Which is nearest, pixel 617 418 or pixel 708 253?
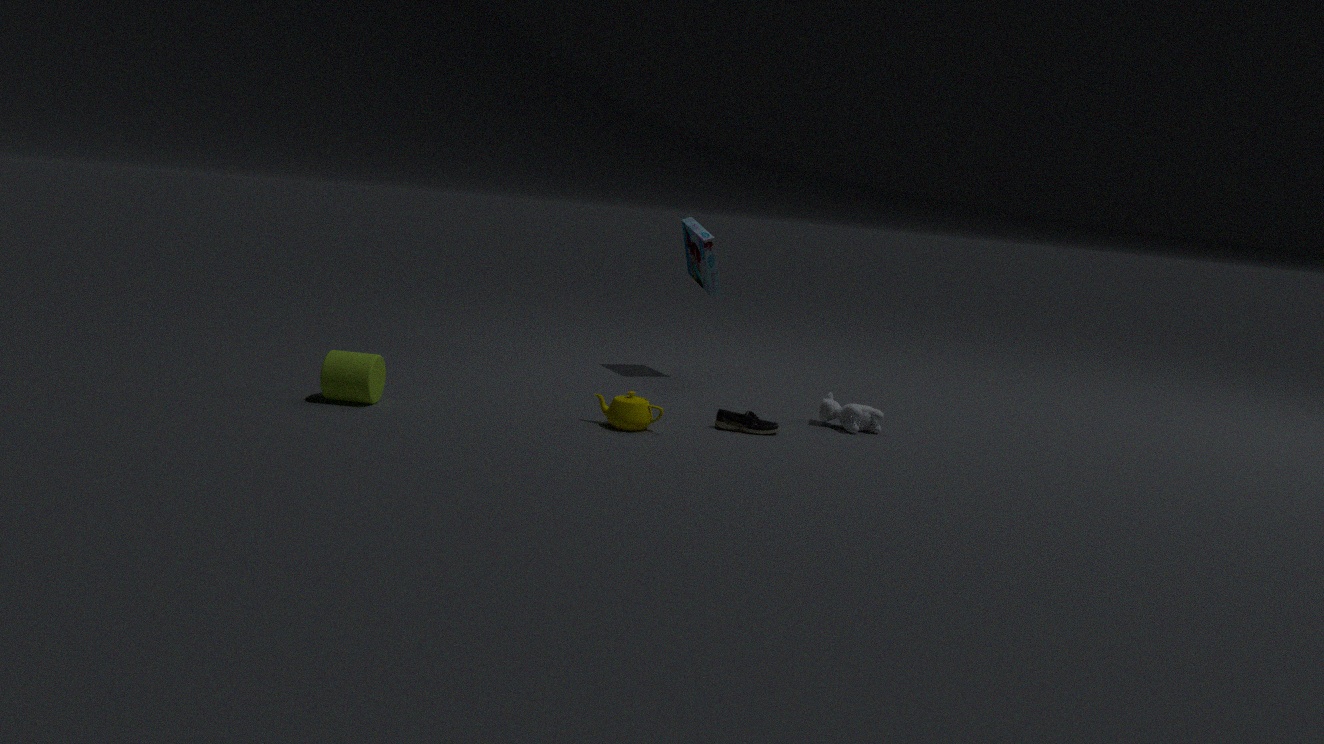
pixel 617 418
